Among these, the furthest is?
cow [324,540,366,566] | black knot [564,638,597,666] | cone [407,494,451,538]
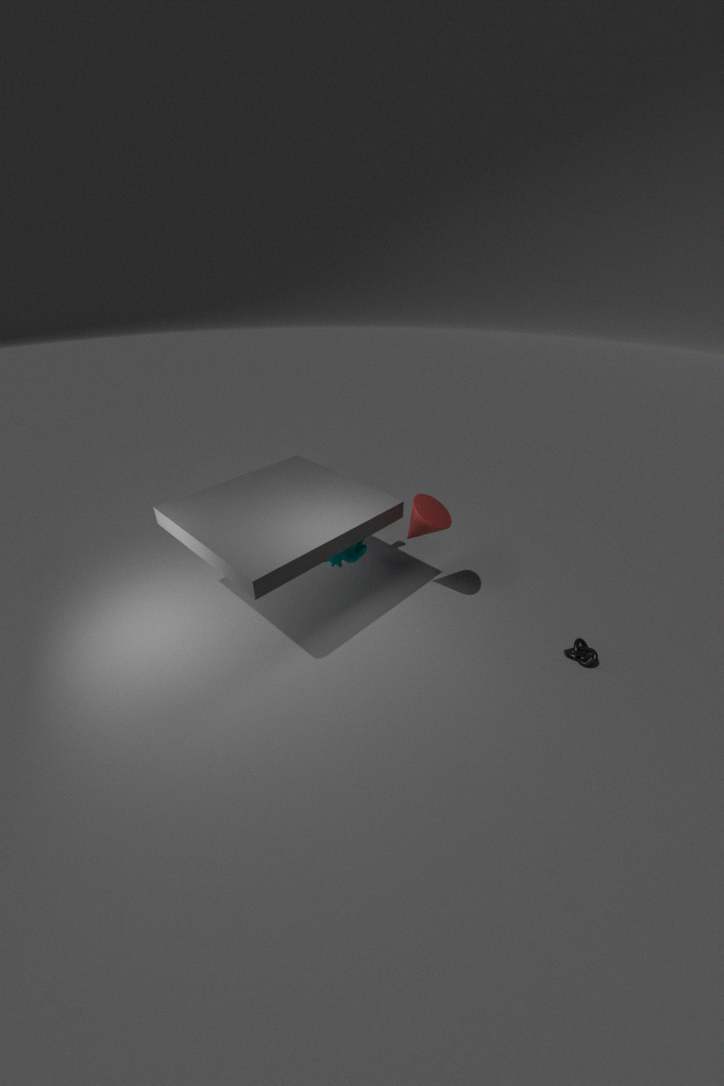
cow [324,540,366,566]
